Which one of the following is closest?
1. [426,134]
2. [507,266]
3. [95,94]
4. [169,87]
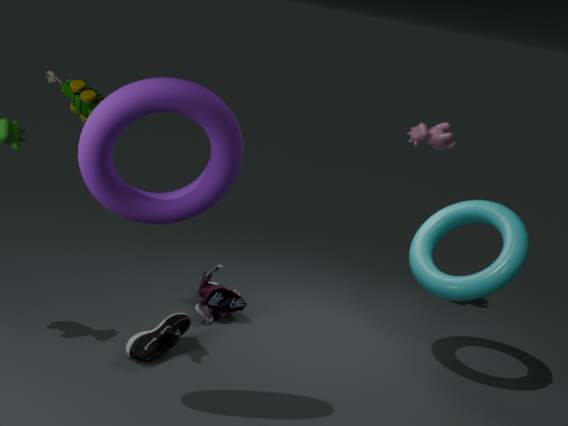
[169,87]
